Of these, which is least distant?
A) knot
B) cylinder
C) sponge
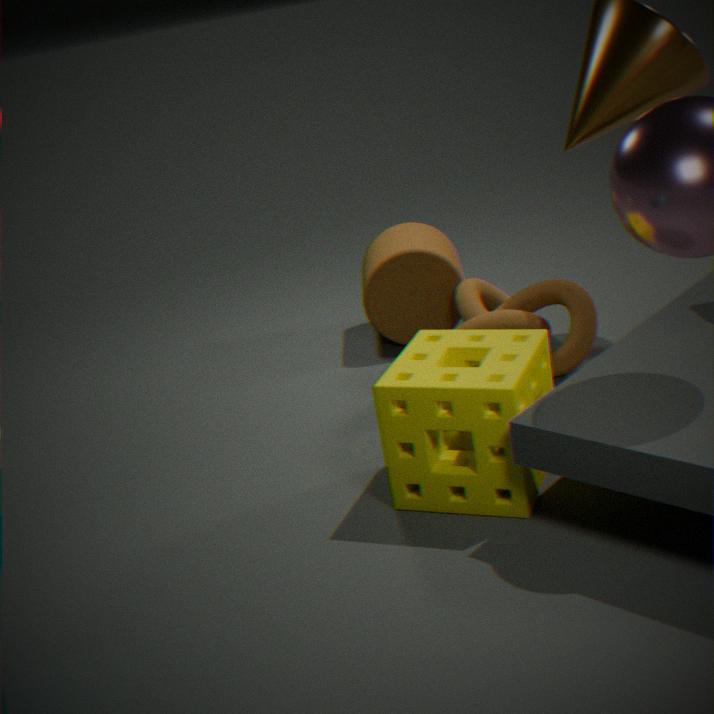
sponge
